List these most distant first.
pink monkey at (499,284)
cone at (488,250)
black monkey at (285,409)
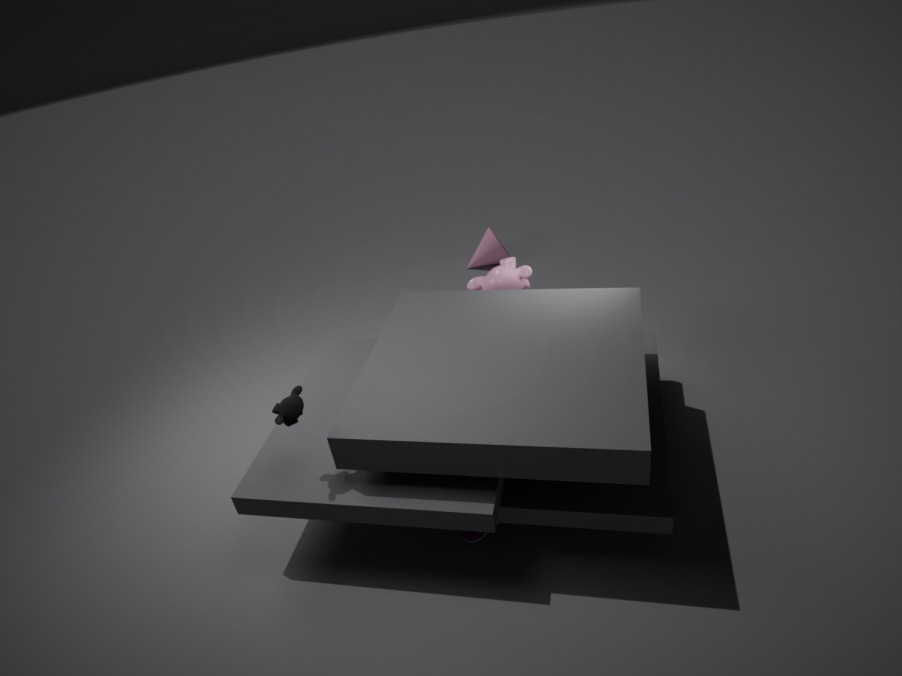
cone at (488,250) → pink monkey at (499,284) → black monkey at (285,409)
